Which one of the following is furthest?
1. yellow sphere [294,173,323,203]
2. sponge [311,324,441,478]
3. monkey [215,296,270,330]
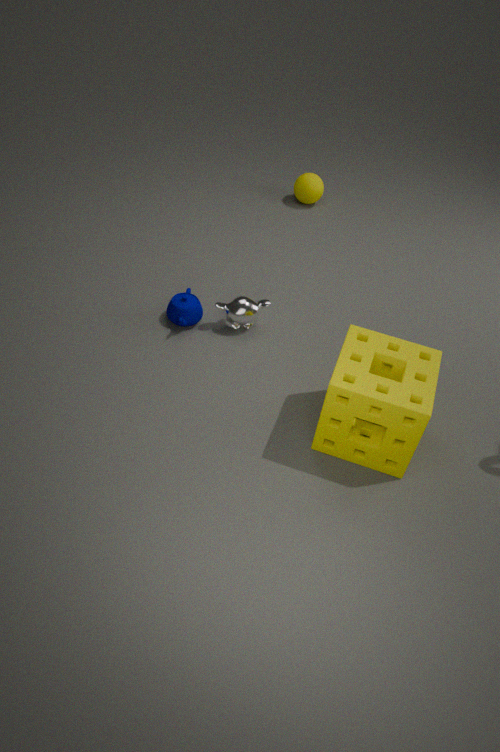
yellow sphere [294,173,323,203]
